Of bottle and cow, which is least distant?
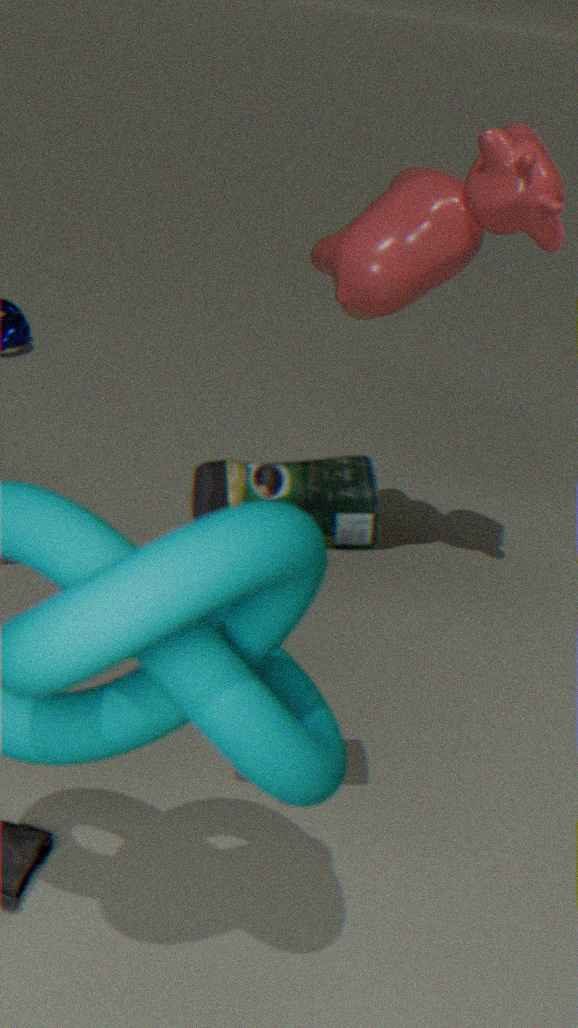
bottle
